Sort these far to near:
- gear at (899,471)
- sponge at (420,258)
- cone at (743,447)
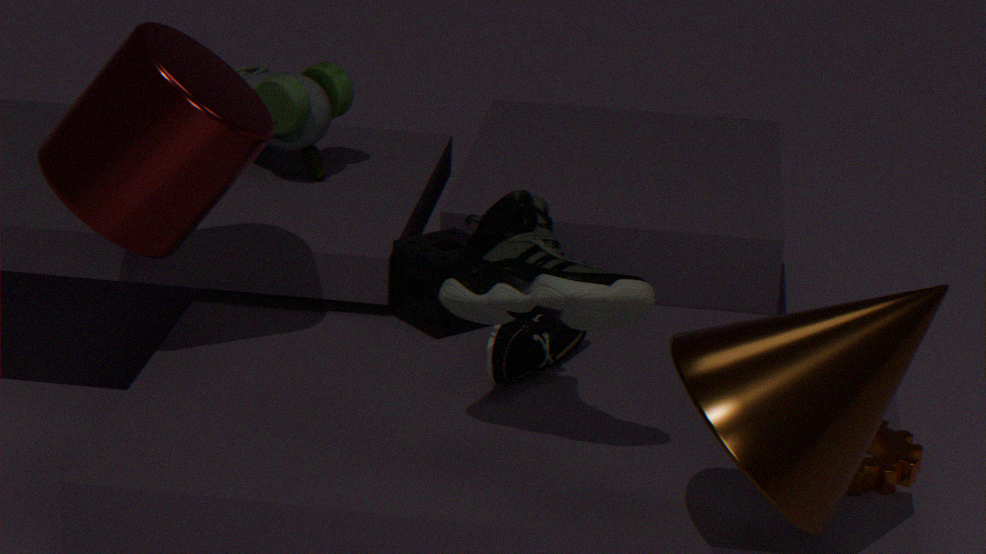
1. sponge at (420,258)
2. gear at (899,471)
3. cone at (743,447)
